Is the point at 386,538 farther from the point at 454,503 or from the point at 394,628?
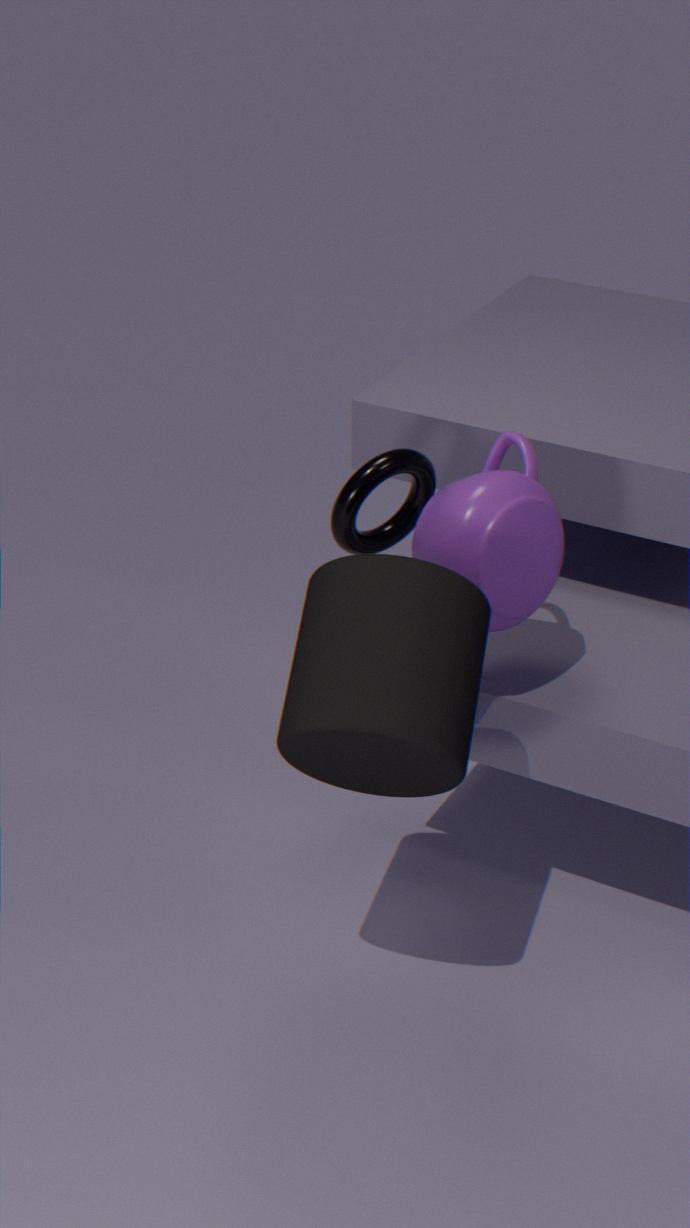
the point at 394,628
